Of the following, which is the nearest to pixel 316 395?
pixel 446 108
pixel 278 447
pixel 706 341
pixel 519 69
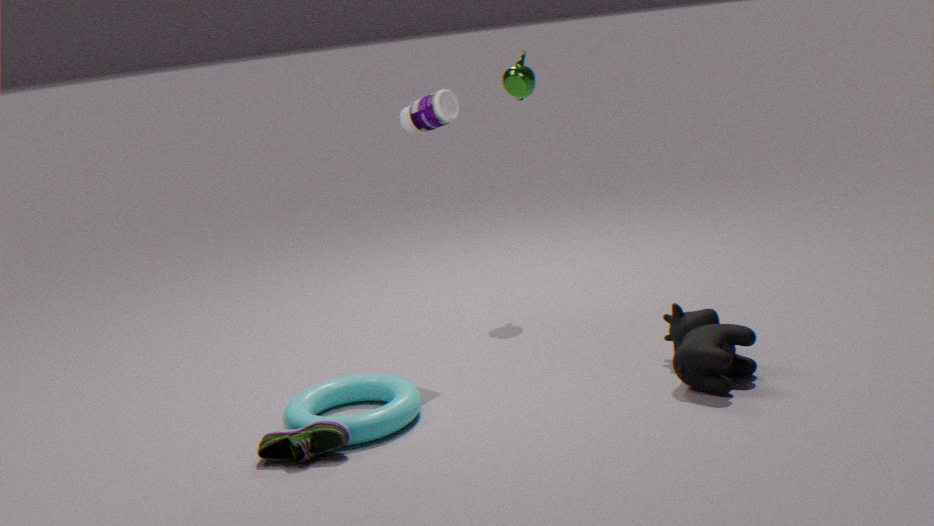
pixel 278 447
